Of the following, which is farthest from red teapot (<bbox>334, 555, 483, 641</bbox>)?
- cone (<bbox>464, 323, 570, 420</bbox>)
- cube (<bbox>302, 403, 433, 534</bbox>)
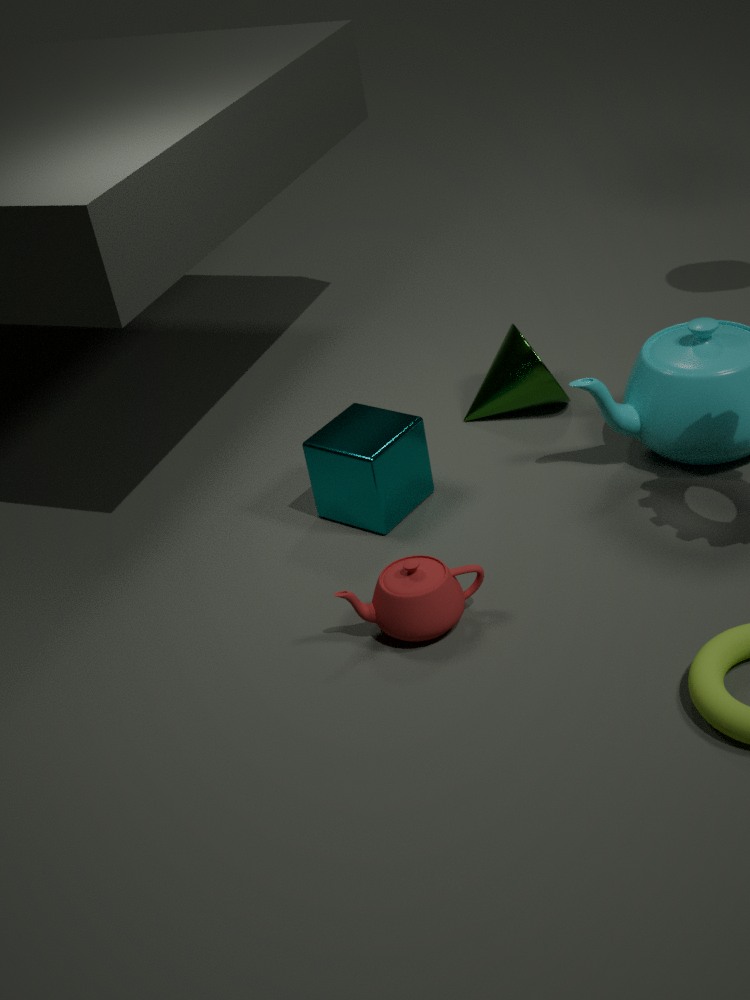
cone (<bbox>464, 323, 570, 420</bbox>)
